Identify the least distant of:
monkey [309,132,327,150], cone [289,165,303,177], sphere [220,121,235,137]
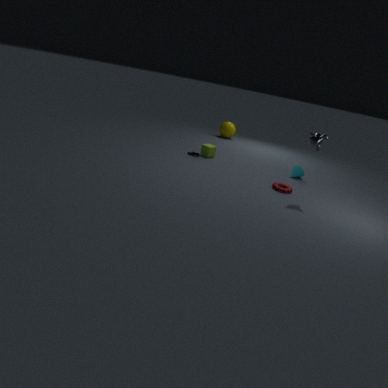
monkey [309,132,327,150]
